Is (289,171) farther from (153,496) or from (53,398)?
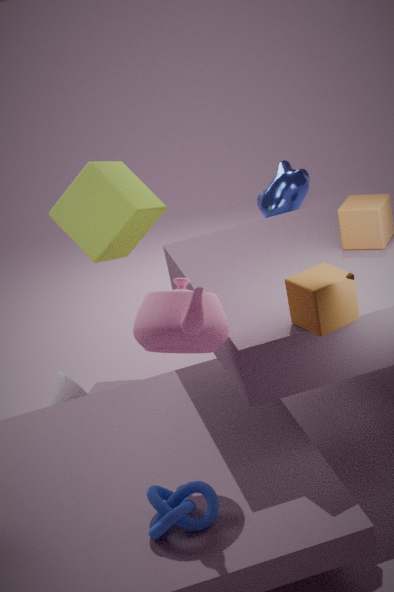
(153,496)
